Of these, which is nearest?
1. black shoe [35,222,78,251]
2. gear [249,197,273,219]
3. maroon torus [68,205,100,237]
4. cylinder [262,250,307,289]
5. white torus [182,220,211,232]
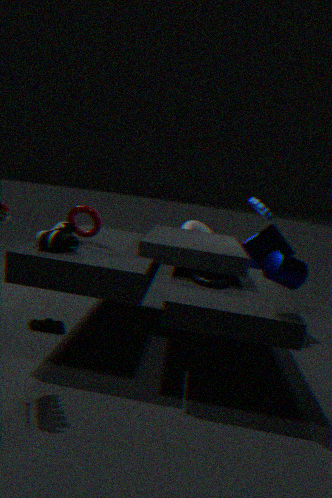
cylinder [262,250,307,289]
